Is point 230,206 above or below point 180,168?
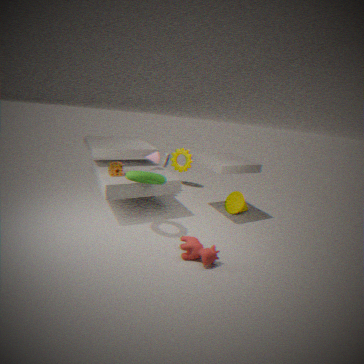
below
